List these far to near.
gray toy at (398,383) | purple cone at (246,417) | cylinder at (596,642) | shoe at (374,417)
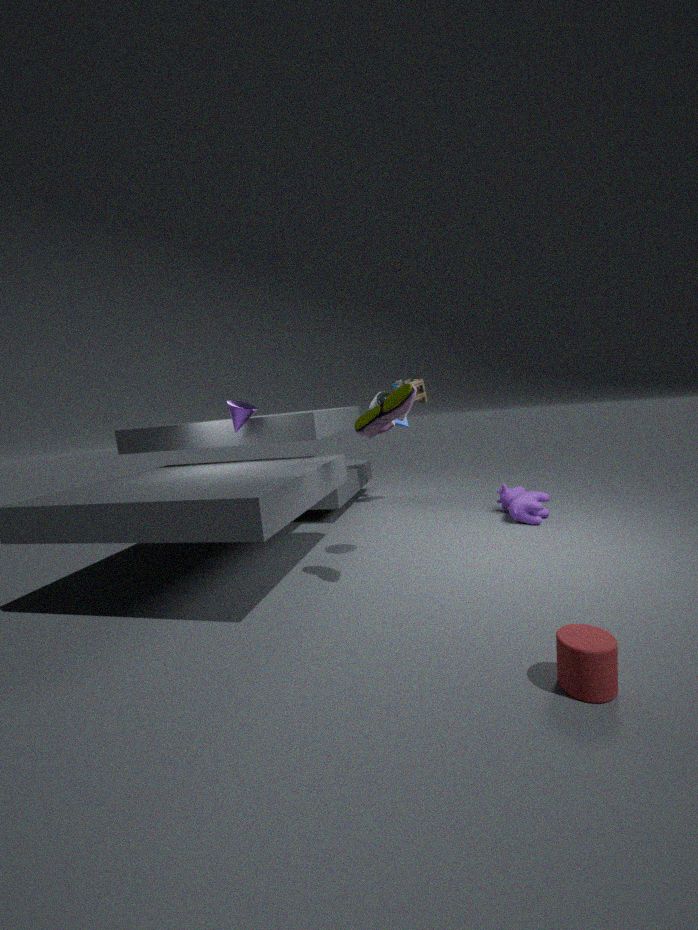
gray toy at (398,383)
purple cone at (246,417)
shoe at (374,417)
cylinder at (596,642)
